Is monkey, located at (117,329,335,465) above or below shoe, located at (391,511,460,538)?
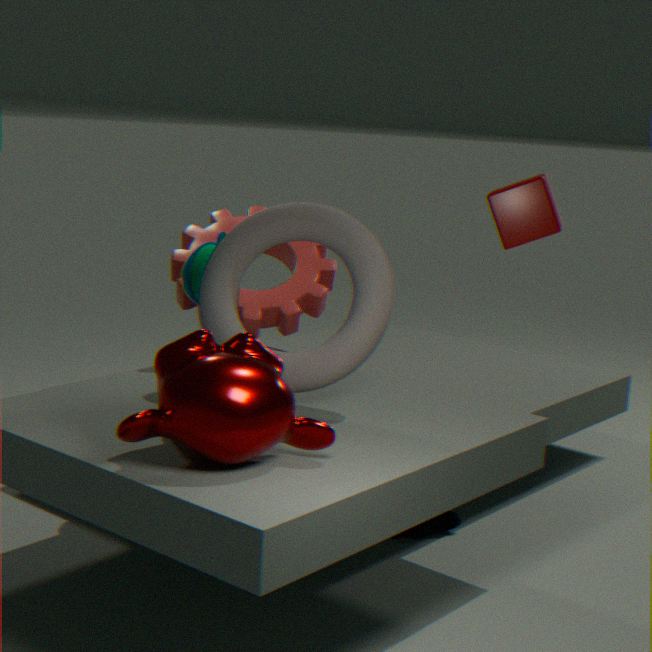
above
